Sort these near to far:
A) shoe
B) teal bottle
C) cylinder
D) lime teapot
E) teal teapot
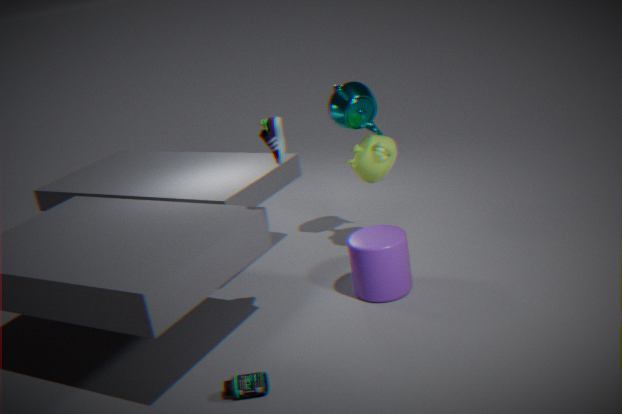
teal bottle → shoe → cylinder → lime teapot → teal teapot
